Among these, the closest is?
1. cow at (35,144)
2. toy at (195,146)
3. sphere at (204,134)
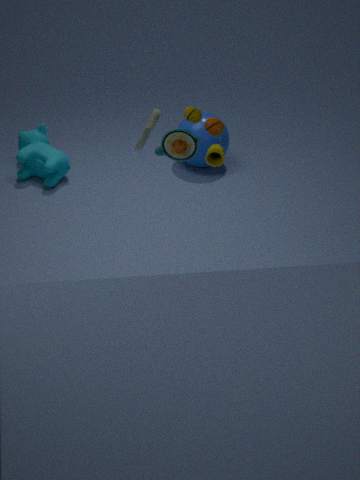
toy at (195,146)
